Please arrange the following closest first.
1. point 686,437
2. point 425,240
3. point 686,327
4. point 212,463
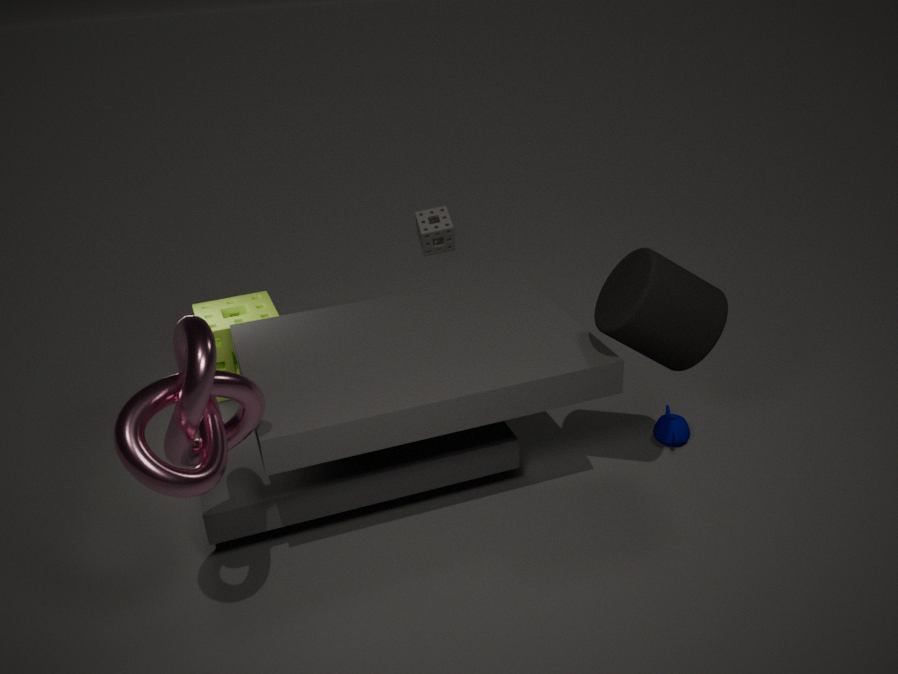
point 212,463
point 686,327
point 686,437
point 425,240
